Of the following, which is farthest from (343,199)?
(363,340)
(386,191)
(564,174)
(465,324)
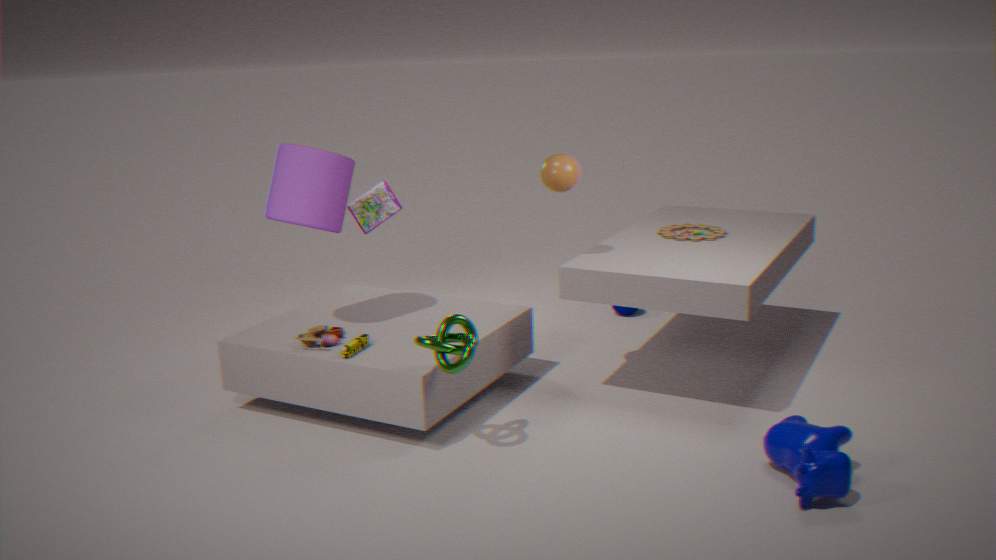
(386,191)
